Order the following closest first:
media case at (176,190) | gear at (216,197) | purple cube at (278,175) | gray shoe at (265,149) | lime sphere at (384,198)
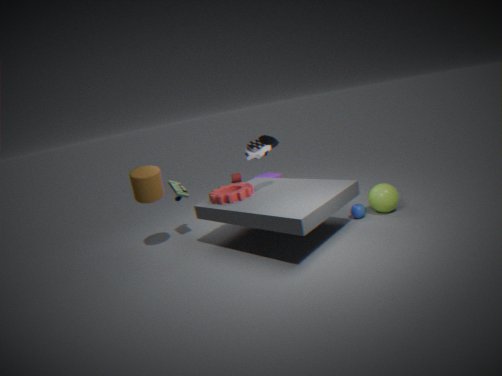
gray shoe at (265,149), gear at (216,197), lime sphere at (384,198), media case at (176,190), purple cube at (278,175)
